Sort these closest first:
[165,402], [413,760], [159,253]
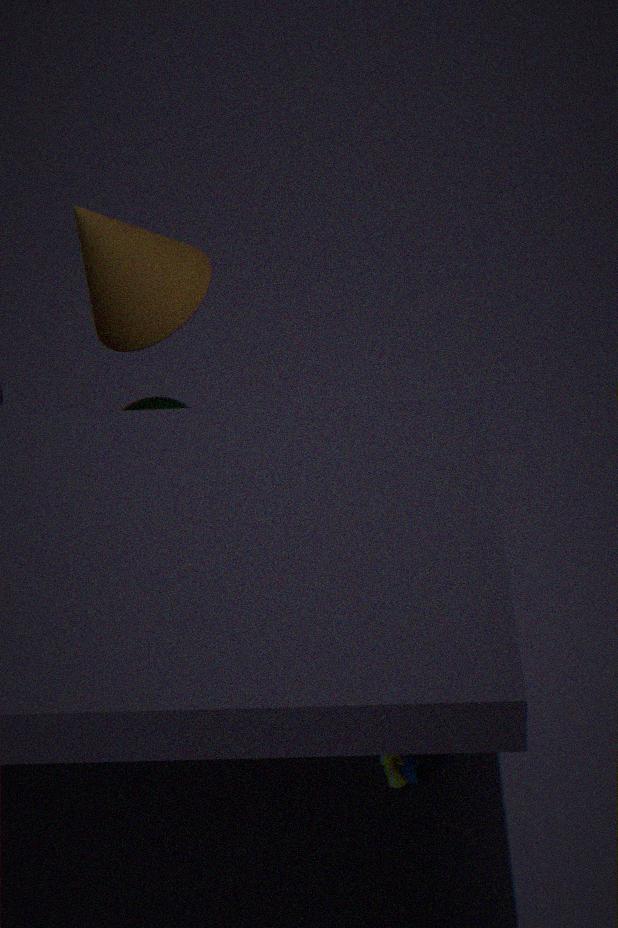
[413,760] < [159,253] < [165,402]
